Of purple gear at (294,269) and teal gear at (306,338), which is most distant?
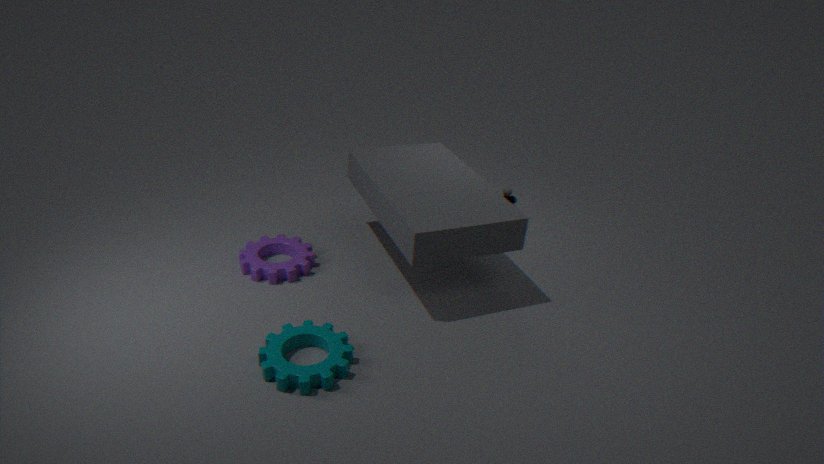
purple gear at (294,269)
